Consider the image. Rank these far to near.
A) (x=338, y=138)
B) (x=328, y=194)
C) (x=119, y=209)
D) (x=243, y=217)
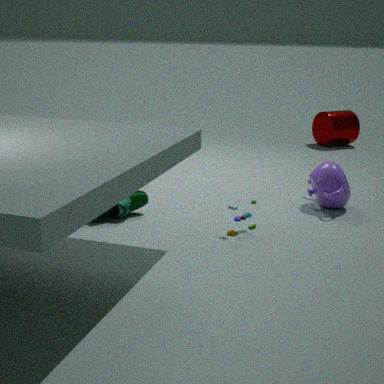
(x=338, y=138) < (x=328, y=194) < (x=119, y=209) < (x=243, y=217)
